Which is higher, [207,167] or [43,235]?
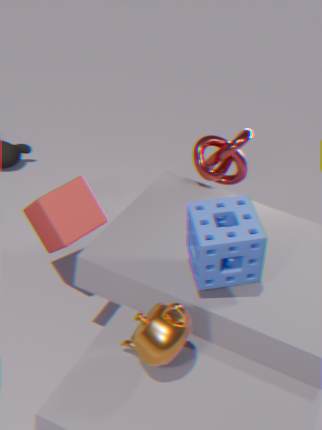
[207,167]
